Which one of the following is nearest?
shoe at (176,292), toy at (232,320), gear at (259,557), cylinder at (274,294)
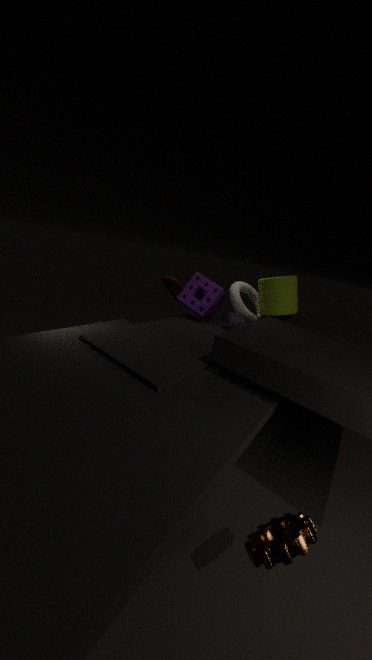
gear at (259,557)
